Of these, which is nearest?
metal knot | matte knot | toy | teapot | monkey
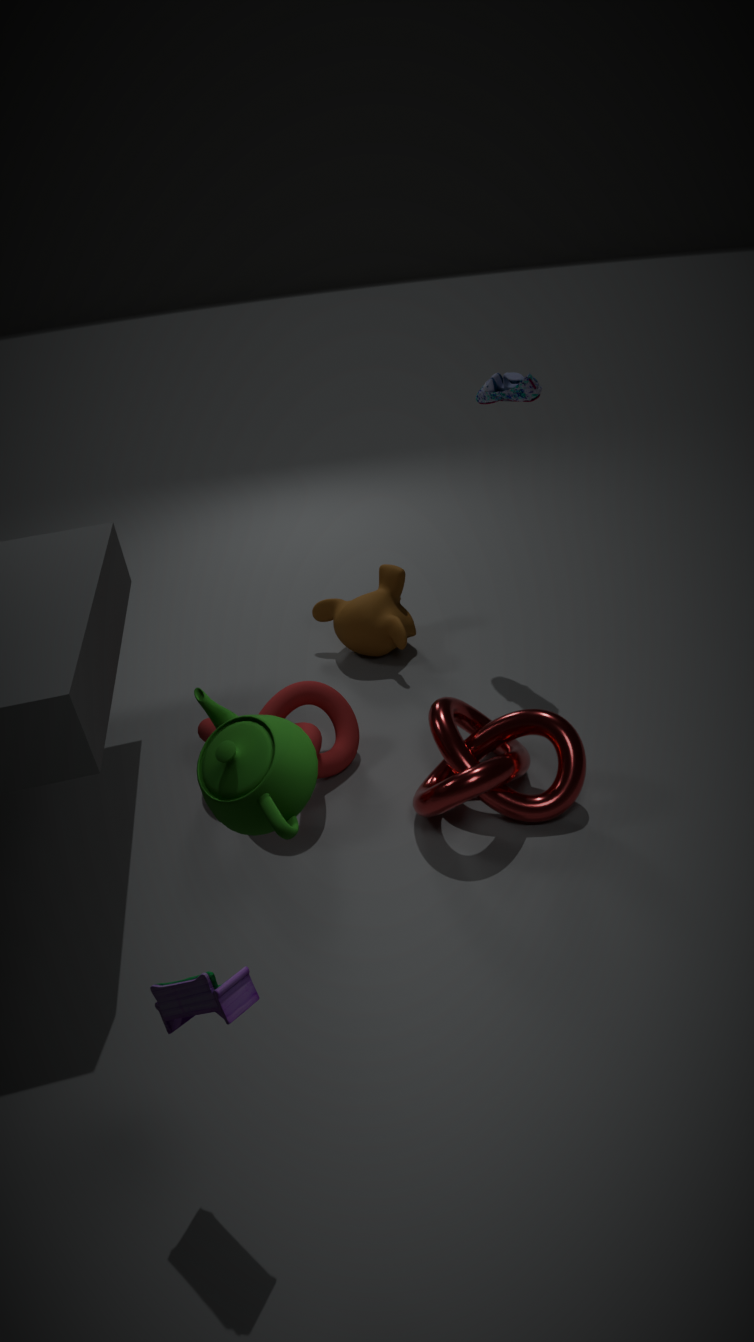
teapot
